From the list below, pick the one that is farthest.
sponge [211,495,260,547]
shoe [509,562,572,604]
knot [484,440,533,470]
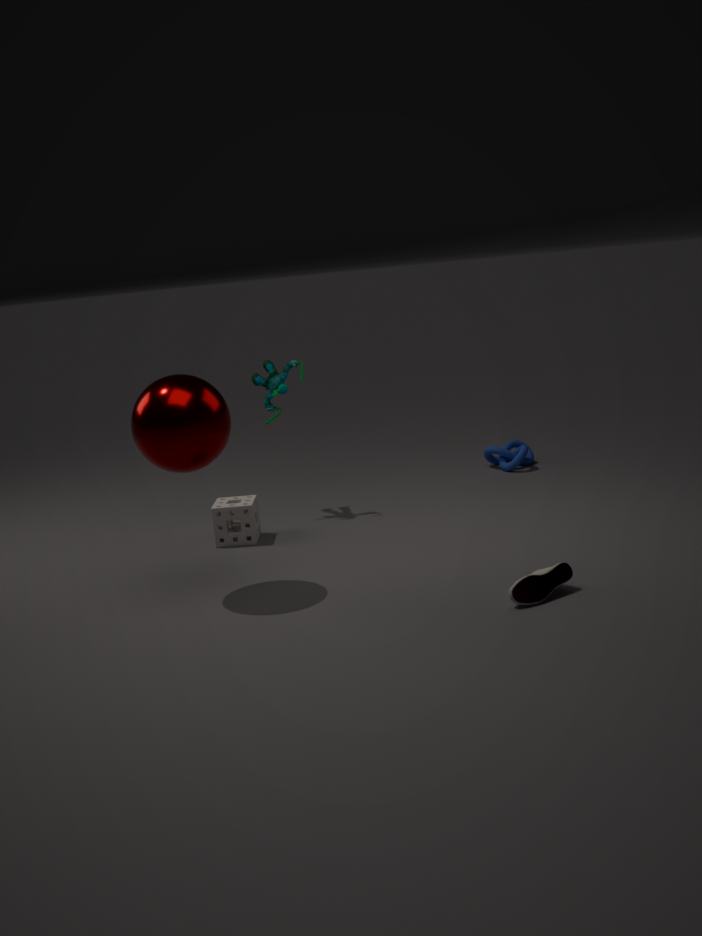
knot [484,440,533,470]
